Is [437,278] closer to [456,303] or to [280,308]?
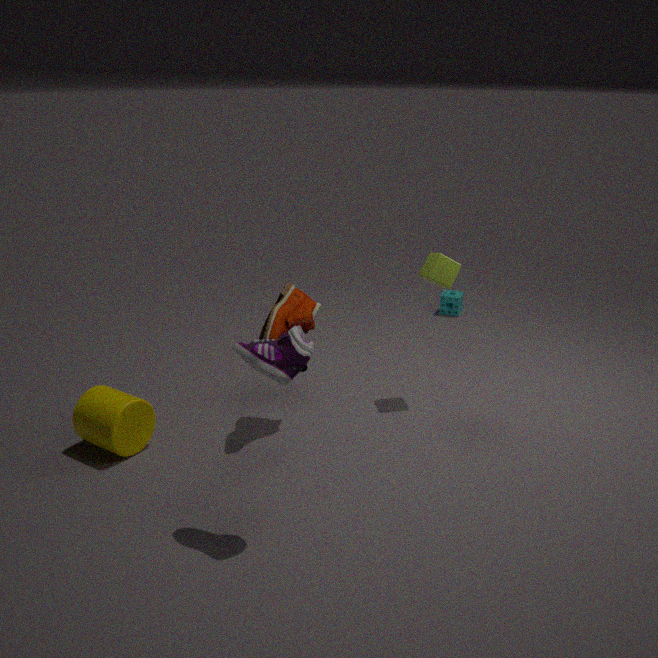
[280,308]
